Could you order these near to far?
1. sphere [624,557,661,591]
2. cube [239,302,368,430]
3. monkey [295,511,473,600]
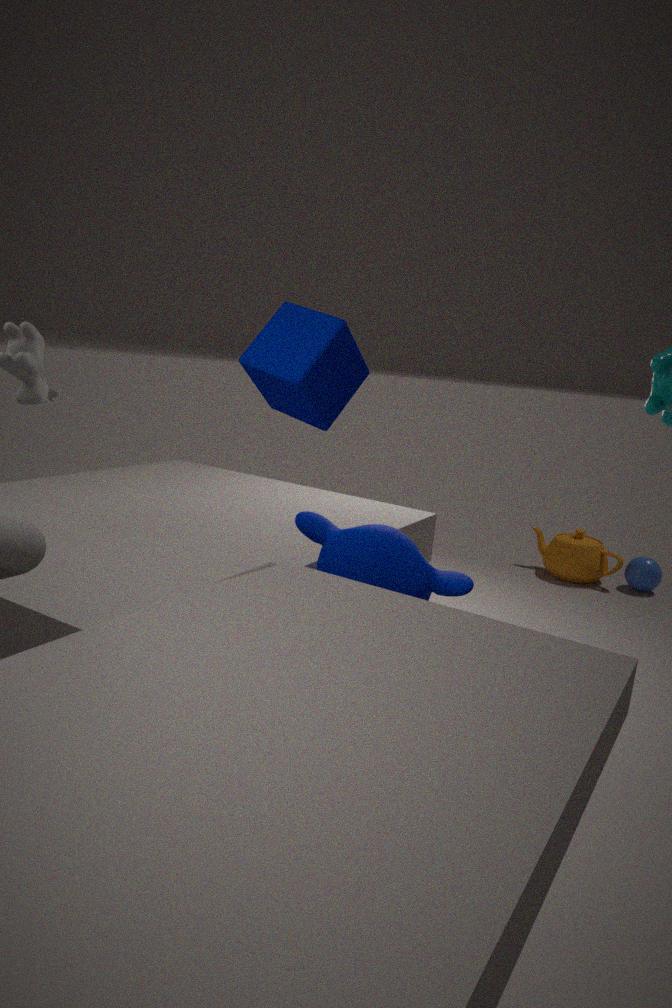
cube [239,302,368,430] → monkey [295,511,473,600] → sphere [624,557,661,591]
